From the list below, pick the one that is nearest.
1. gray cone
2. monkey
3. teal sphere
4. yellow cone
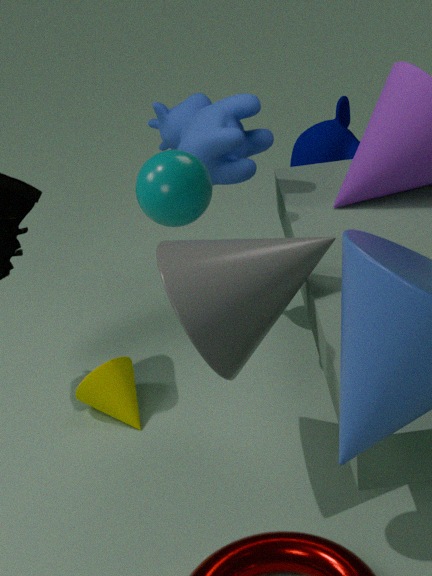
teal sphere
